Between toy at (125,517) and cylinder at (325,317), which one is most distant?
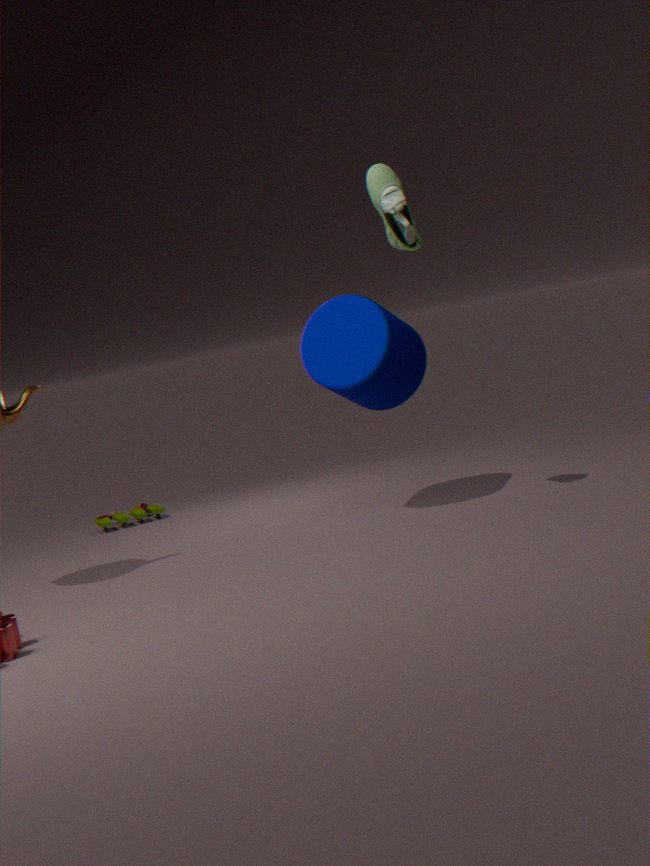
toy at (125,517)
